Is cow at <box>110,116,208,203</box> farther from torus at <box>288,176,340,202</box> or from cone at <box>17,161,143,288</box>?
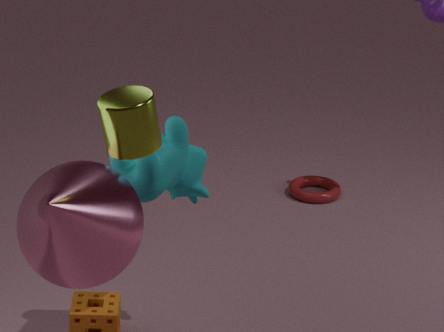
torus at <box>288,176,340,202</box>
